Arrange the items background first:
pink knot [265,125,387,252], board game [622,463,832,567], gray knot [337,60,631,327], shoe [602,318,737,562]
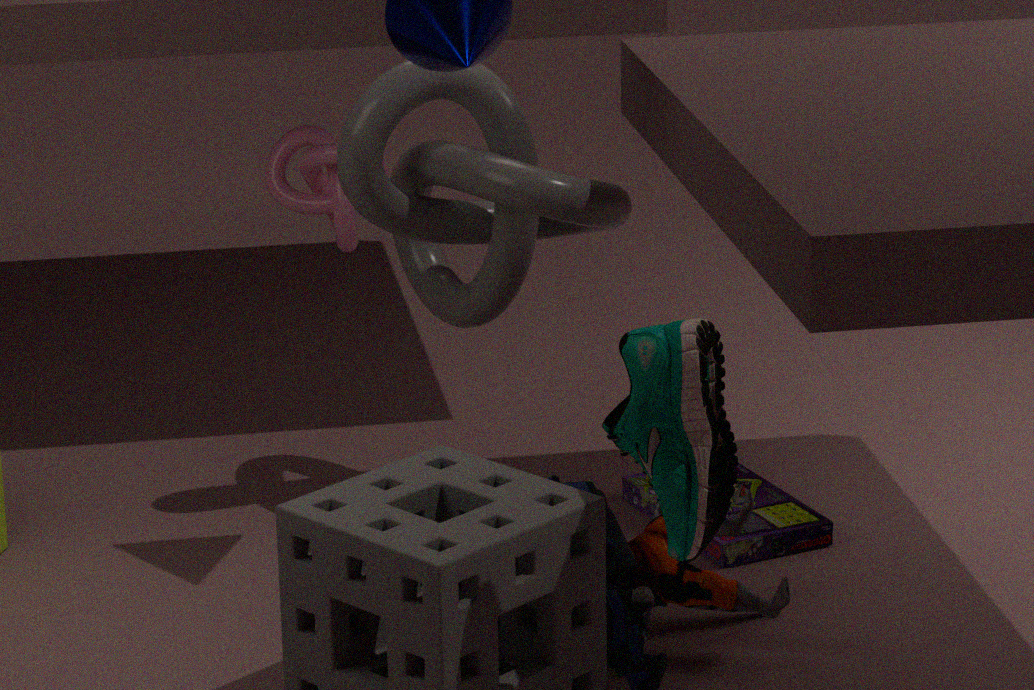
pink knot [265,125,387,252]
board game [622,463,832,567]
gray knot [337,60,631,327]
shoe [602,318,737,562]
